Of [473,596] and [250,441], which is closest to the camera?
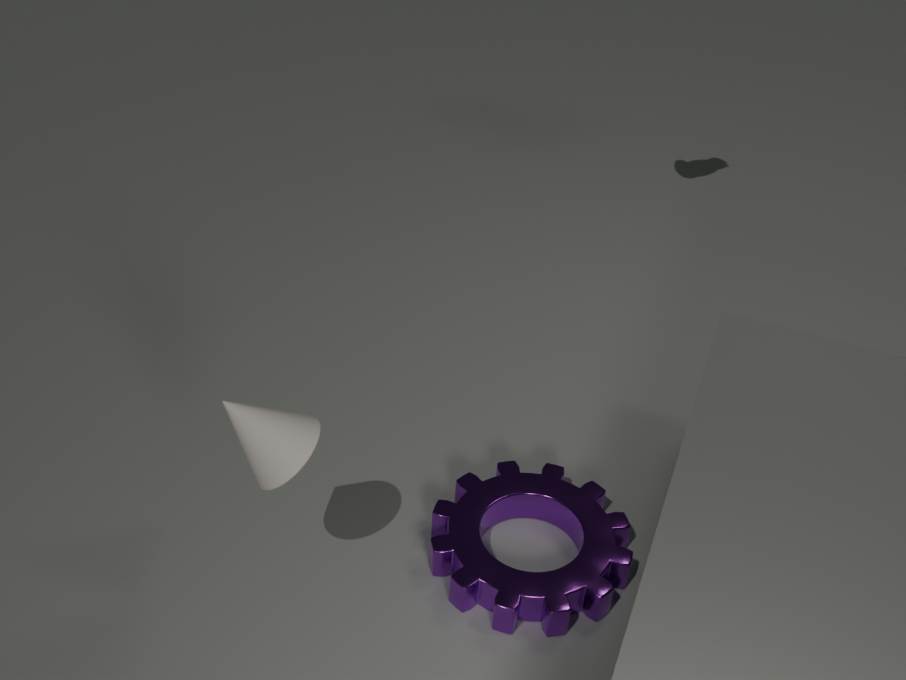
[250,441]
